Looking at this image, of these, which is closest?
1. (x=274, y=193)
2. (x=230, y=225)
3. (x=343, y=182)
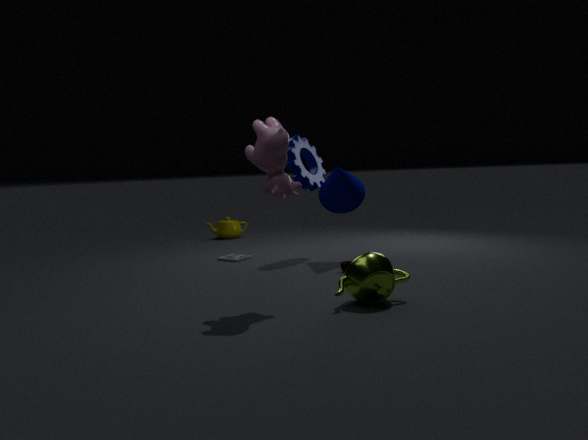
(x=274, y=193)
